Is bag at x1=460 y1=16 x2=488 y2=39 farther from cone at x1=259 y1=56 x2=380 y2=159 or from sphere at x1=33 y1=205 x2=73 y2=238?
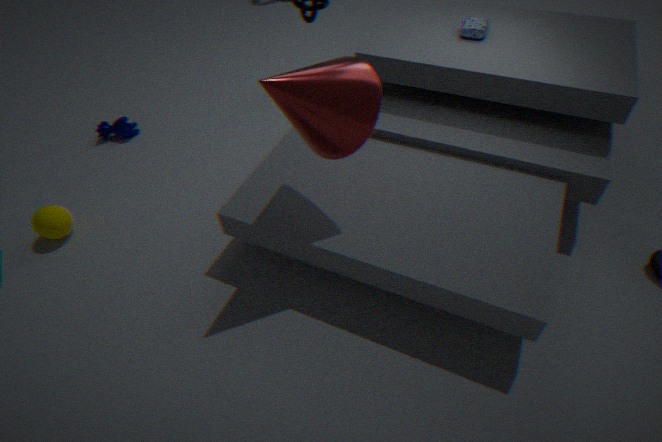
sphere at x1=33 y1=205 x2=73 y2=238
